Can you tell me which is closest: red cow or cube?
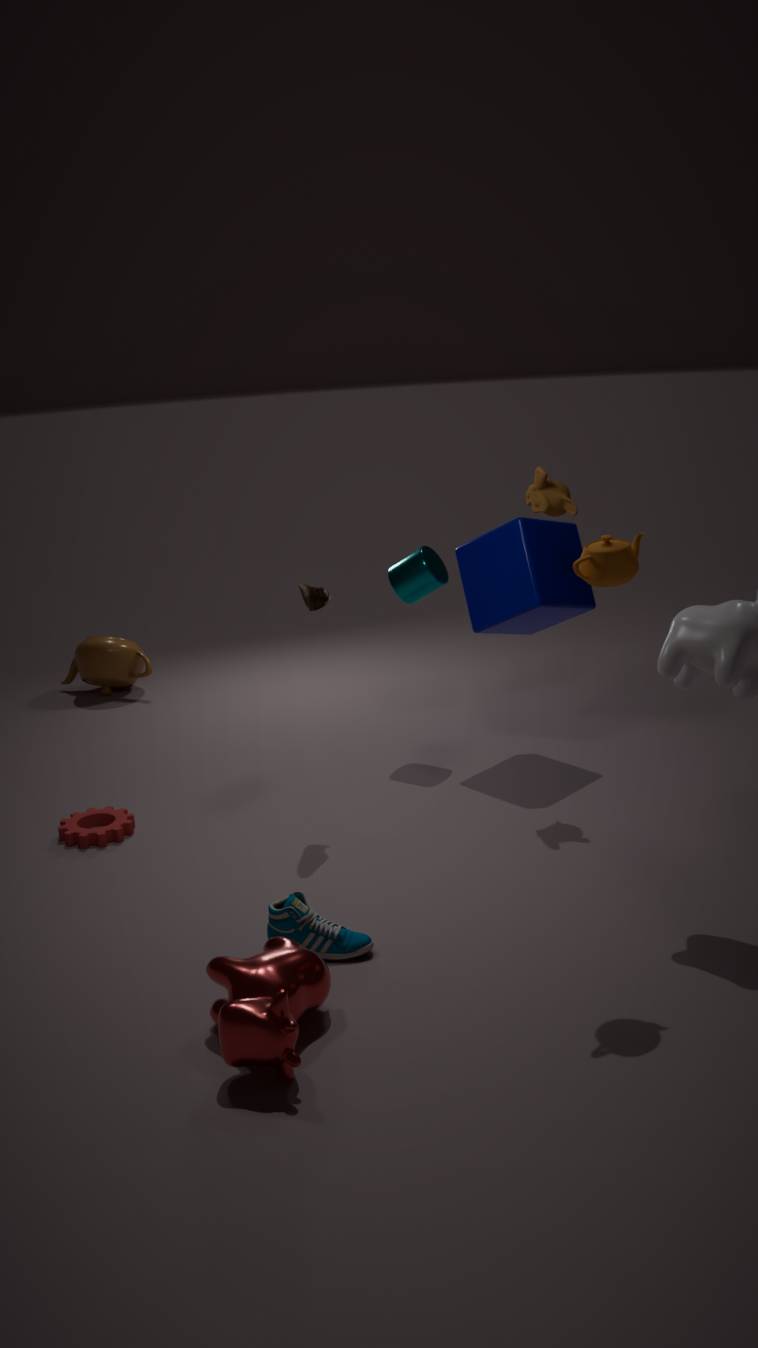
red cow
